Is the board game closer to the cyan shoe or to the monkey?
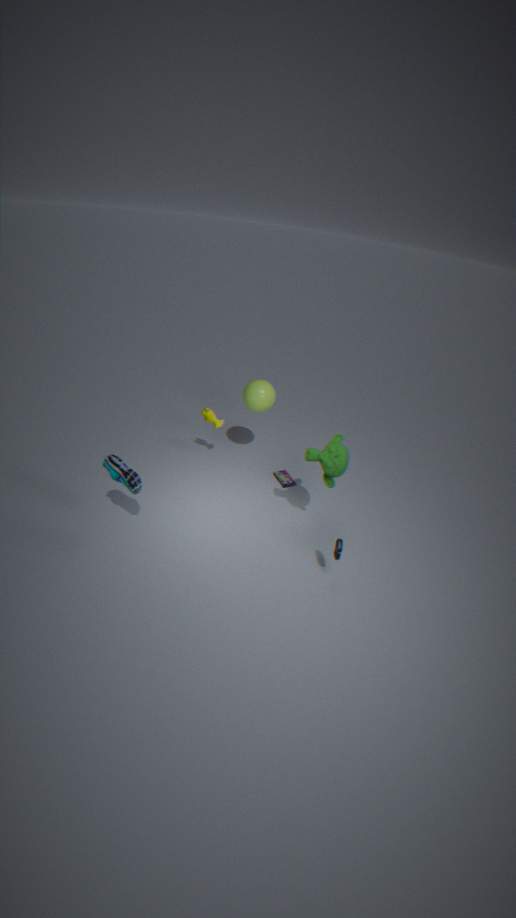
the monkey
